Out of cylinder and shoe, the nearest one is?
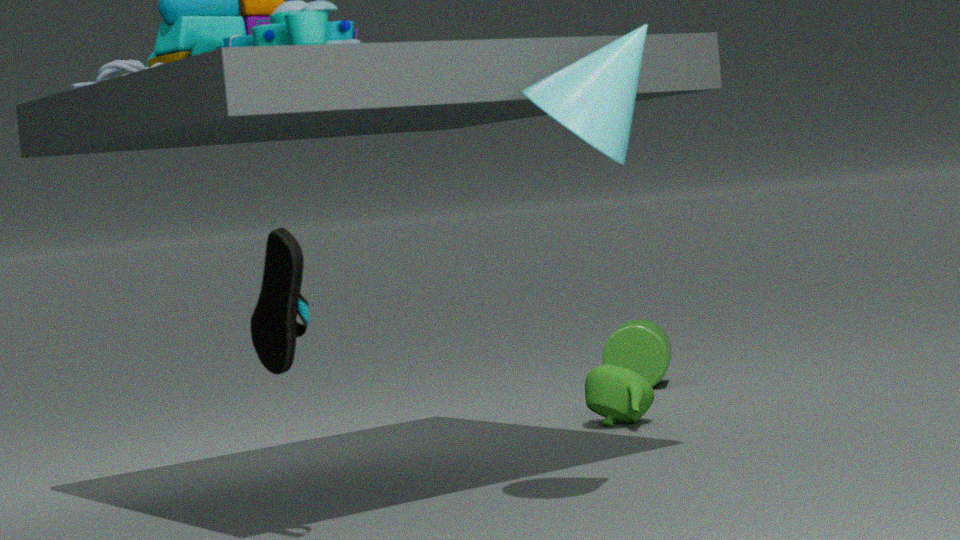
shoe
